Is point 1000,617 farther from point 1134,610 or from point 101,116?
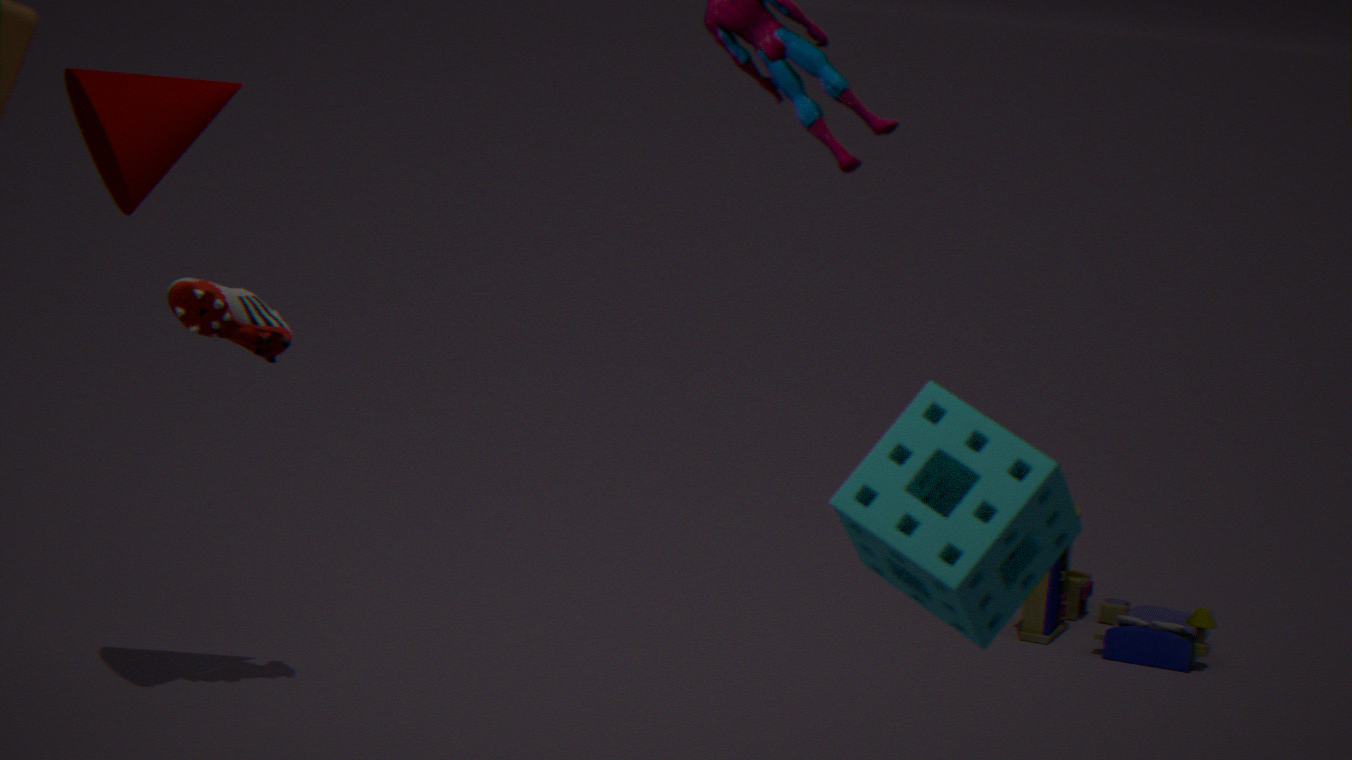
point 1134,610
